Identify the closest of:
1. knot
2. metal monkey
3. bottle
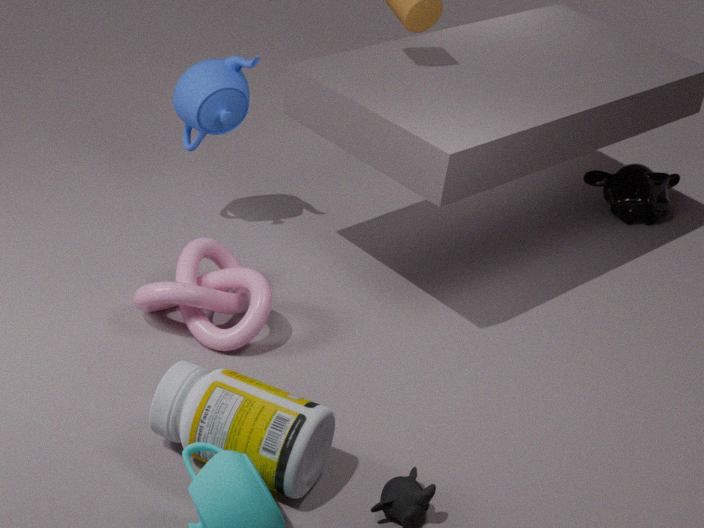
bottle
